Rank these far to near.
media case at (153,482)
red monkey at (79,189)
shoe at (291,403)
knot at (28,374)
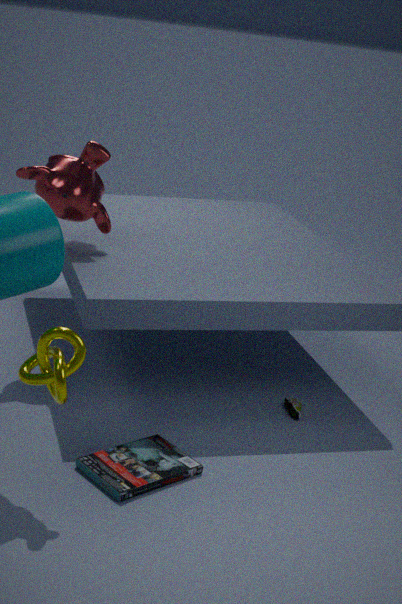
shoe at (291,403) → red monkey at (79,189) → media case at (153,482) → knot at (28,374)
